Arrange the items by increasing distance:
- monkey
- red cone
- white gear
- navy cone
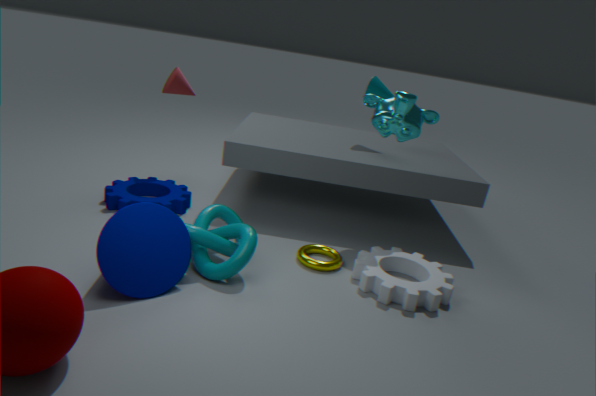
navy cone, white gear, monkey, red cone
